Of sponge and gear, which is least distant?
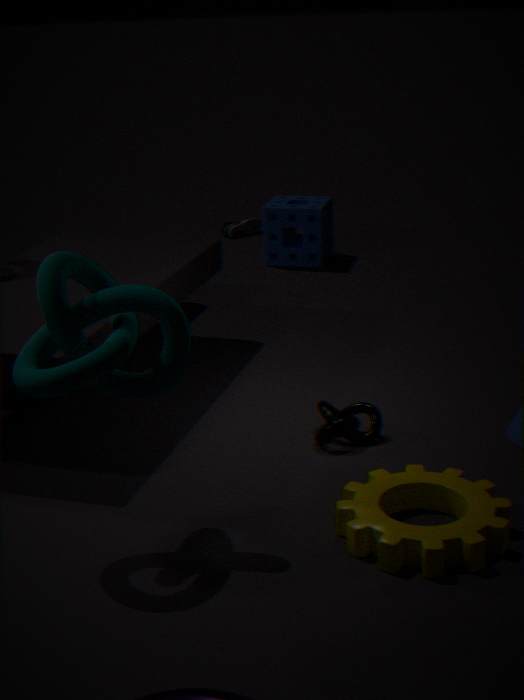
gear
